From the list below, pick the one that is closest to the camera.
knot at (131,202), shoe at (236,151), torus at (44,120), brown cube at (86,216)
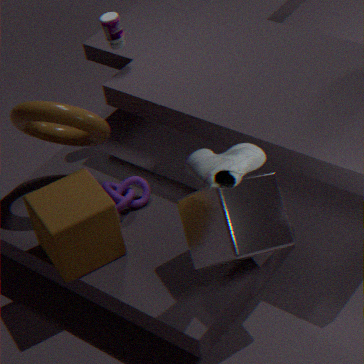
shoe at (236,151)
